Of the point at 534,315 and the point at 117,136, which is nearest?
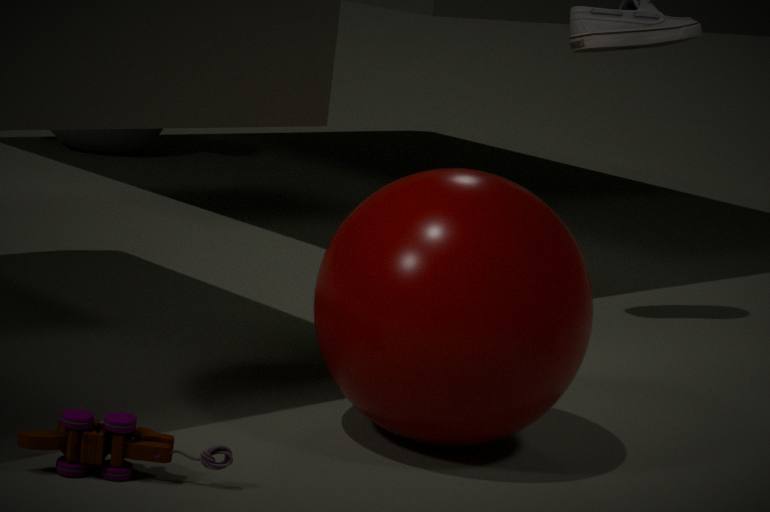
the point at 534,315
